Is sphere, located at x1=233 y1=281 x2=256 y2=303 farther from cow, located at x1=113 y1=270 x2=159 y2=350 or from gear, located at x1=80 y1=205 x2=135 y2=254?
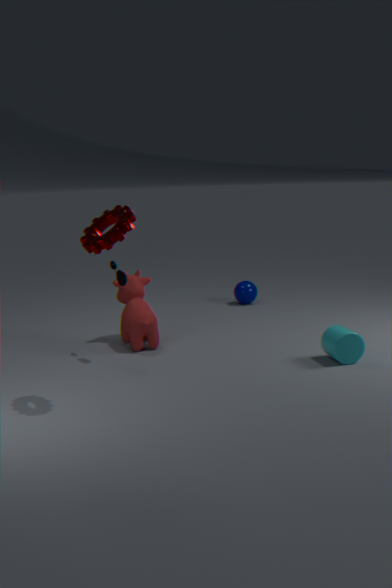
gear, located at x1=80 y1=205 x2=135 y2=254
